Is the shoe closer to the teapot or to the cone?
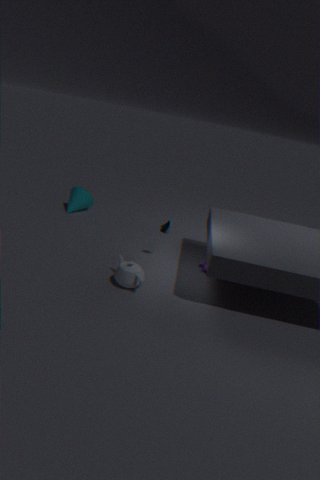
the teapot
